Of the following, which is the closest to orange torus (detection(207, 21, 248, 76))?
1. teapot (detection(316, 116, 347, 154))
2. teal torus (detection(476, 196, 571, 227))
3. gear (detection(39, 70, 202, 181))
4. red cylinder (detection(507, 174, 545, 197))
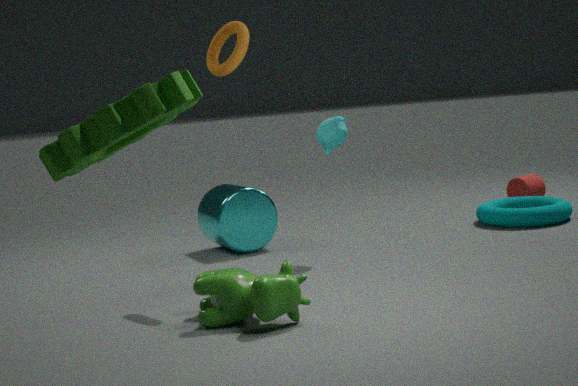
teapot (detection(316, 116, 347, 154))
